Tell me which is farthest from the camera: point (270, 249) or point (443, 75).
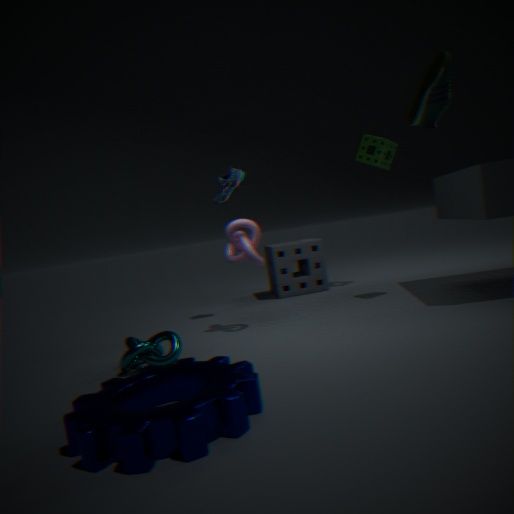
point (270, 249)
